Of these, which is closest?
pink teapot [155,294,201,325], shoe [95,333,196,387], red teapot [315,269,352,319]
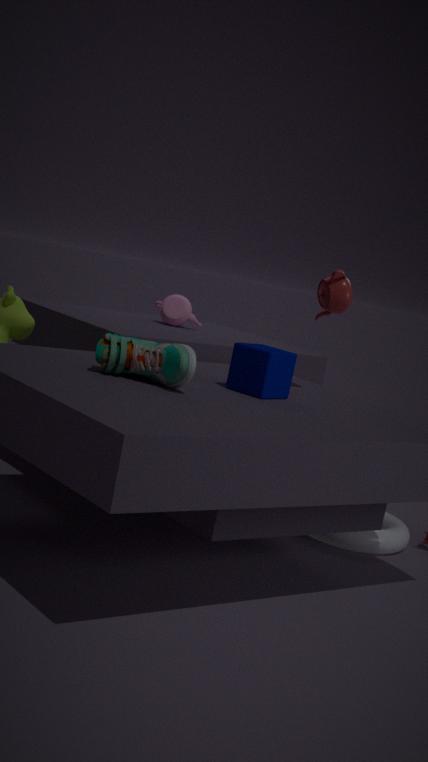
shoe [95,333,196,387]
